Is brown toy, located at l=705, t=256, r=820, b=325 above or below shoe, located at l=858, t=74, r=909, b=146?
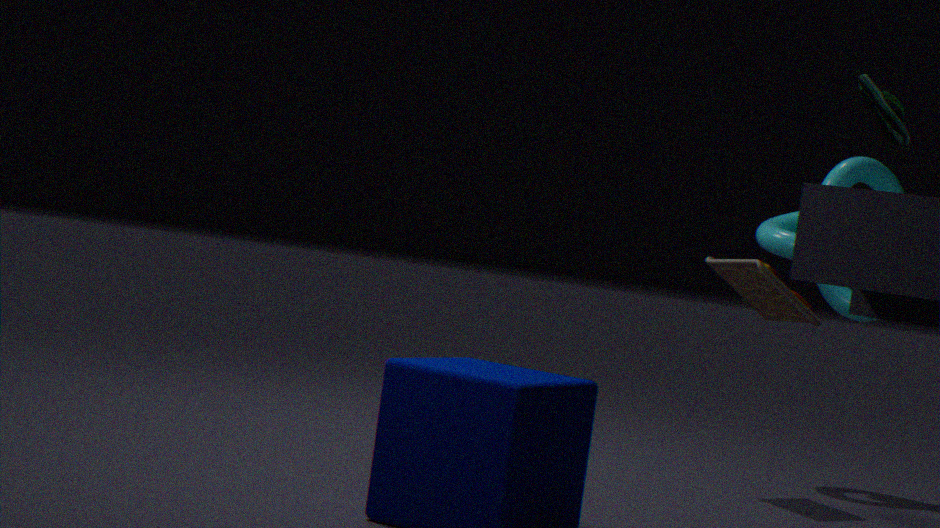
below
